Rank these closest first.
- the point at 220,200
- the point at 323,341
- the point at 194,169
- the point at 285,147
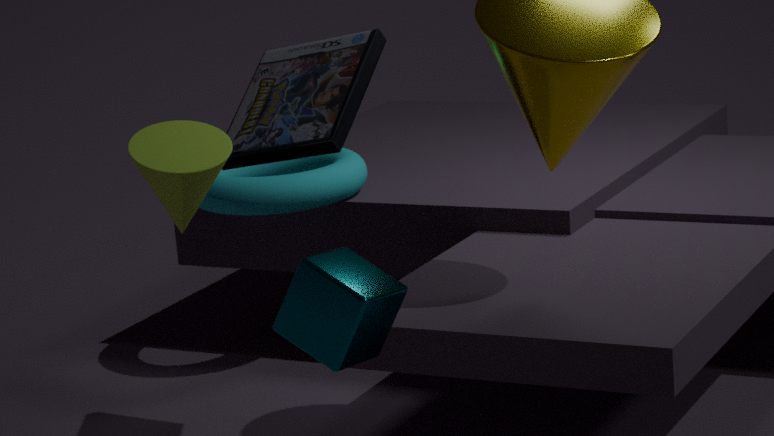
the point at 194,169 → the point at 323,341 → the point at 285,147 → the point at 220,200
